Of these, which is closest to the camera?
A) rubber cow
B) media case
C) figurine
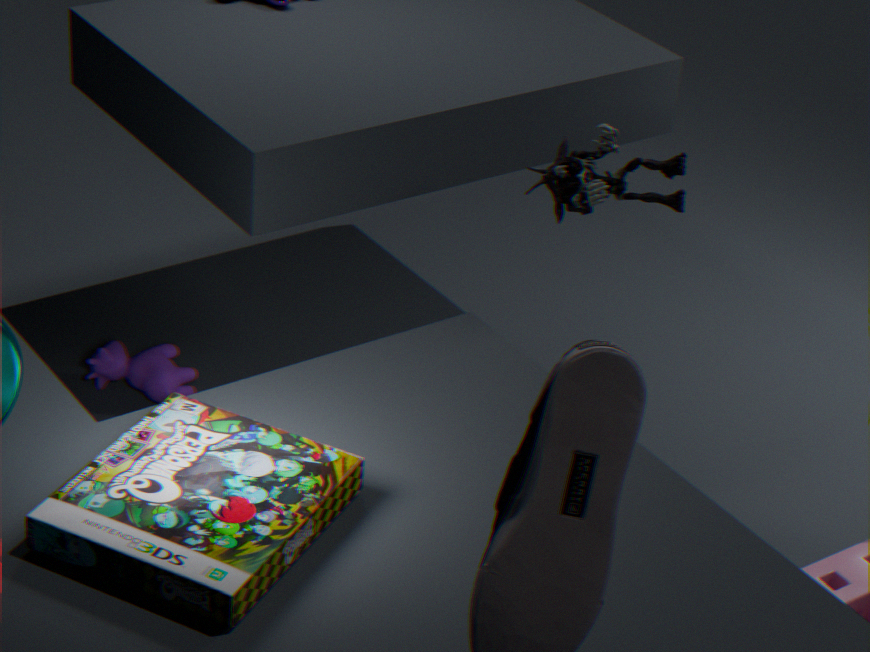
media case
